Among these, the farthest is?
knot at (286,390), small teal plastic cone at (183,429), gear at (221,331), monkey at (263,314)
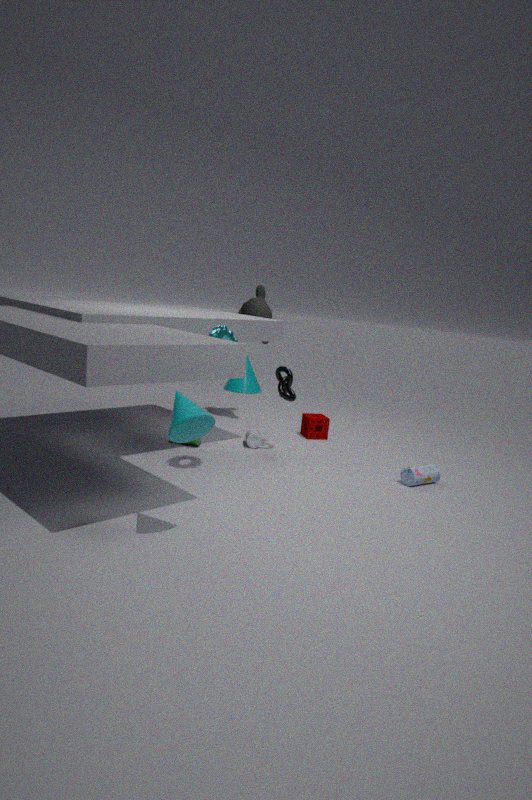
monkey at (263,314)
